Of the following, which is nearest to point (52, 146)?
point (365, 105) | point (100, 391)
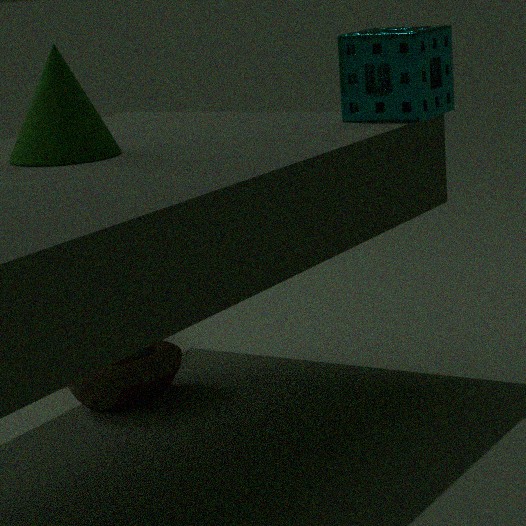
point (100, 391)
